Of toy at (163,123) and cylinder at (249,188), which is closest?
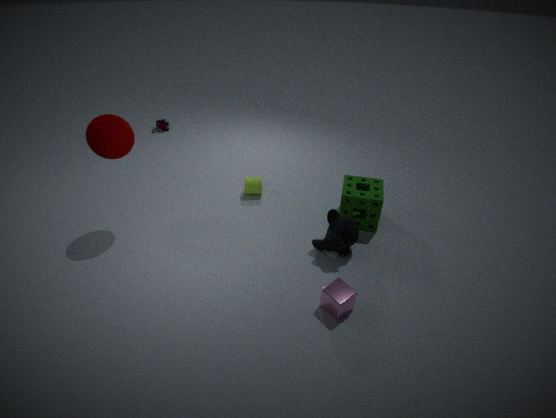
cylinder at (249,188)
